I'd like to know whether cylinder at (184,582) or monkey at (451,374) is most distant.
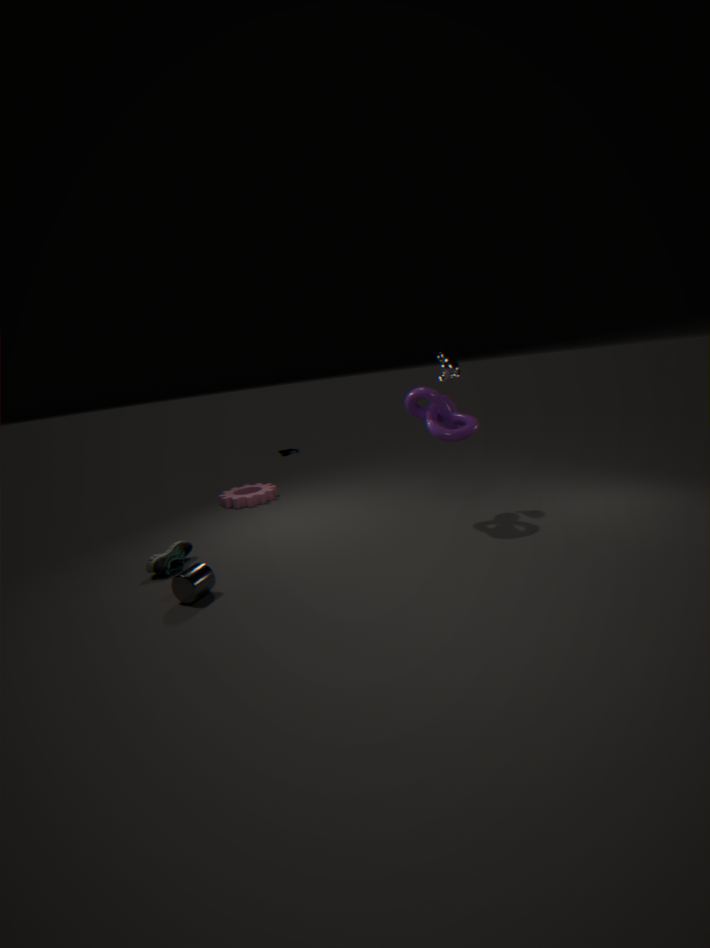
monkey at (451,374)
